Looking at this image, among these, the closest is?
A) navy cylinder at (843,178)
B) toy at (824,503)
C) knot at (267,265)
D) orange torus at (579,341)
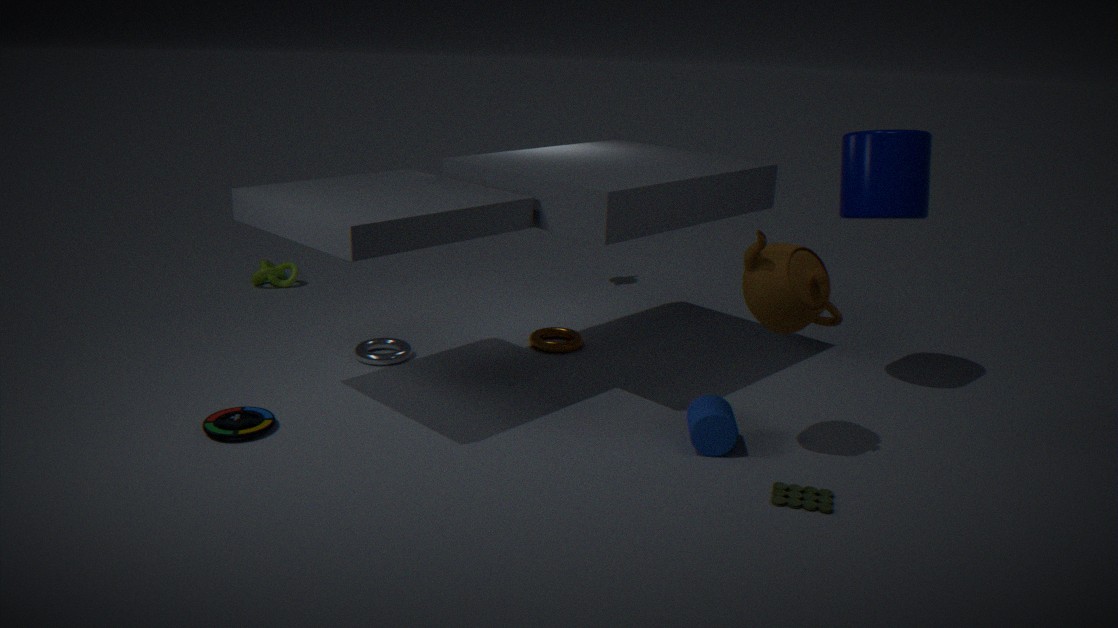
toy at (824,503)
